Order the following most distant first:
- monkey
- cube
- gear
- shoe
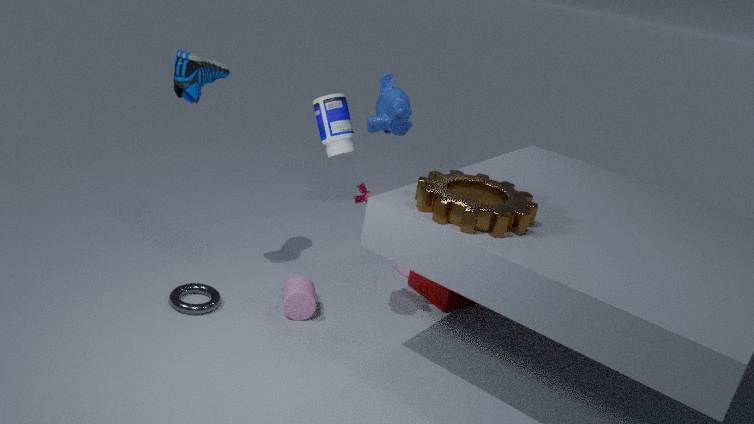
monkey < cube < shoe < gear
